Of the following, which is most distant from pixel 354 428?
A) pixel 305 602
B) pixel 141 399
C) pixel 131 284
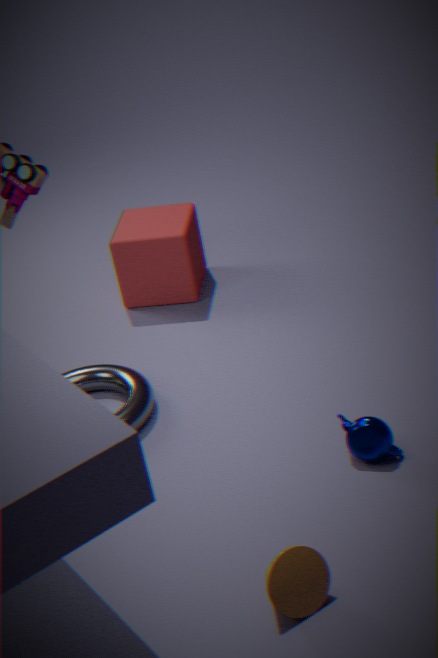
pixel 131 284
